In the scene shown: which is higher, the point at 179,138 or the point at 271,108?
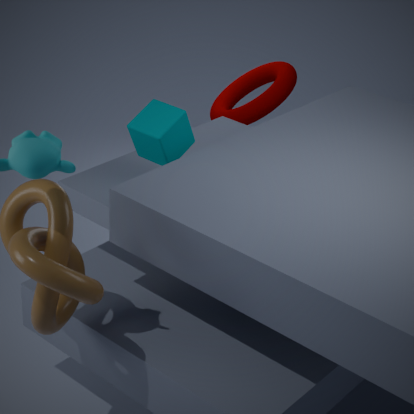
the point at 179,138
